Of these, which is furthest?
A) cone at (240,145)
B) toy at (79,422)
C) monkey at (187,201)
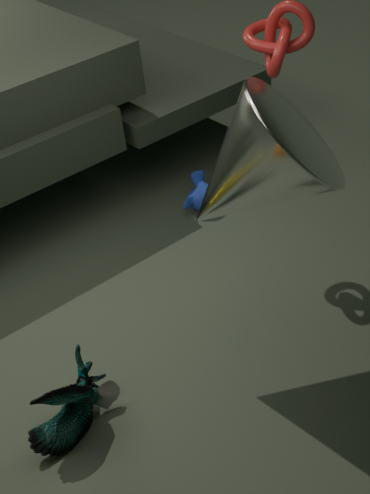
monkey at (187,201)
